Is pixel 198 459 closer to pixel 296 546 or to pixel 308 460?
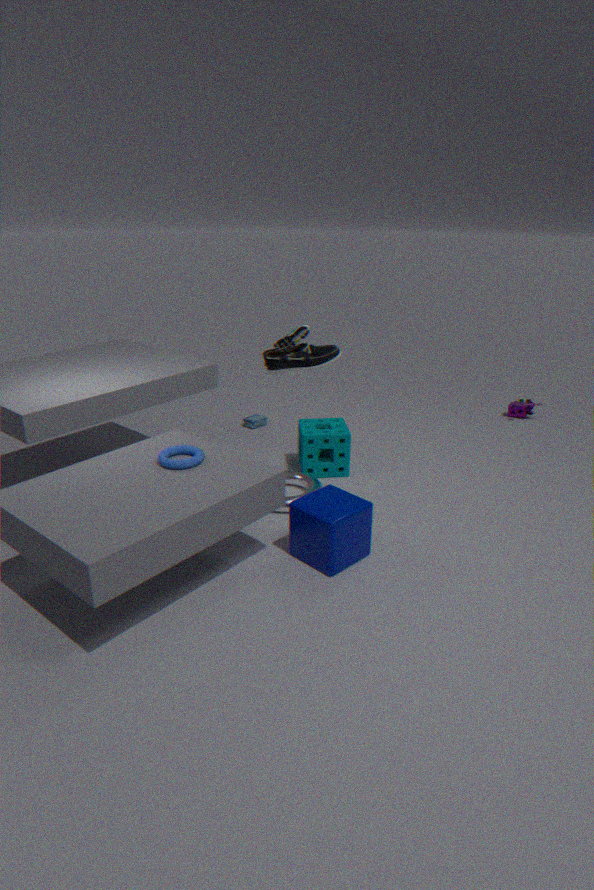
pixel 296 546
